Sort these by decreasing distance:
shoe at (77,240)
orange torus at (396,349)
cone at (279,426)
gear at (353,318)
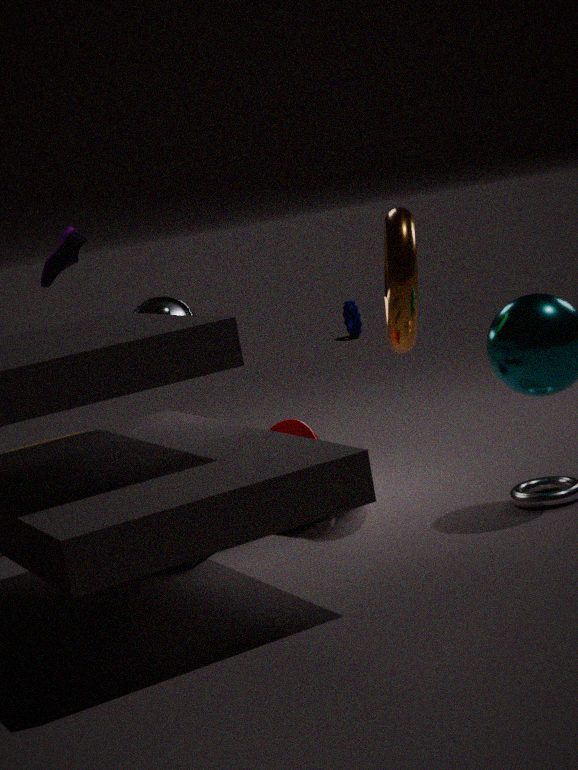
1. gear at (353,318)
2. shoe at (77,240)
3. cone at (279,426)
4. orange torus at (396,349)
